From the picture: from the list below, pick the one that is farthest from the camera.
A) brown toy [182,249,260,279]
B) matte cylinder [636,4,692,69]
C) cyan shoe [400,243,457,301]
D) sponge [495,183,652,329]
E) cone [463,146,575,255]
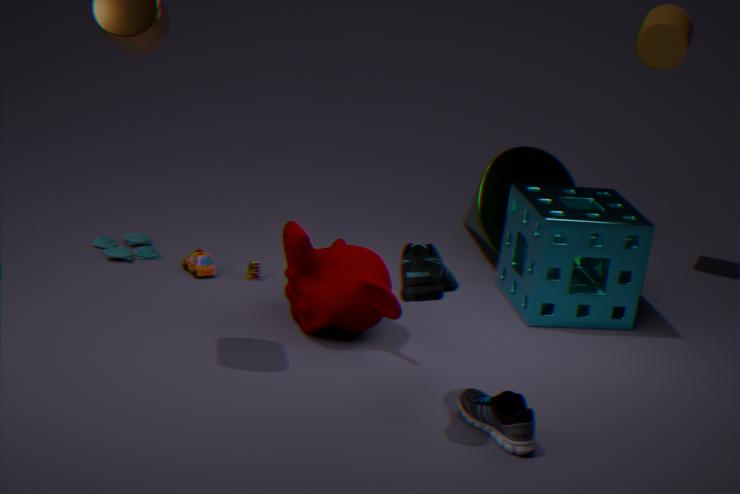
matte cylinder [636,4,692,69]
